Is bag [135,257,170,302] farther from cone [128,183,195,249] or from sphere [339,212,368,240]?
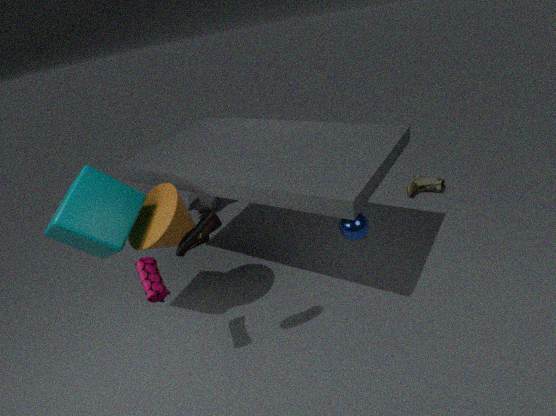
sphere [339,212,368,240]
